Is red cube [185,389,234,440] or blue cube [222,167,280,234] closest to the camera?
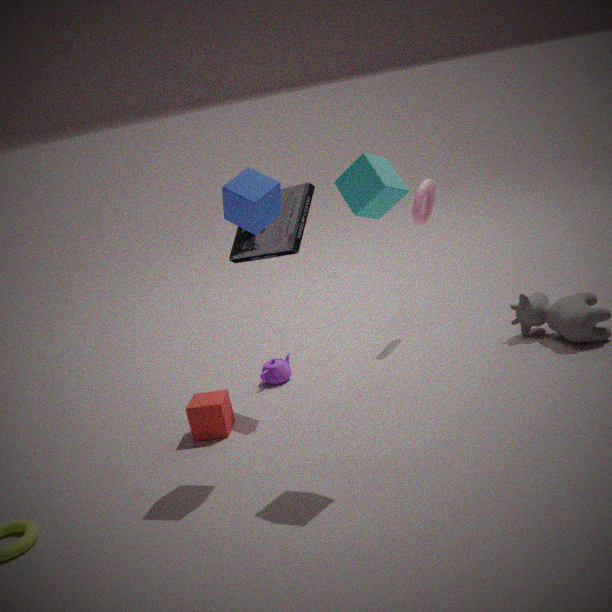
blue cube [222,167,280,234]
